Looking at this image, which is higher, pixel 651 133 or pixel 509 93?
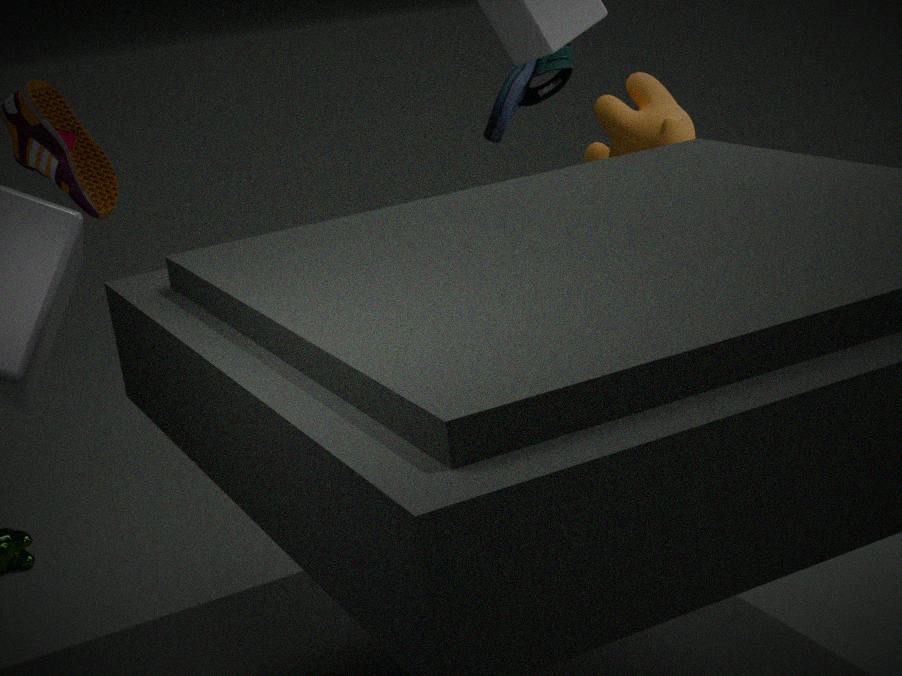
pixel 509 93
